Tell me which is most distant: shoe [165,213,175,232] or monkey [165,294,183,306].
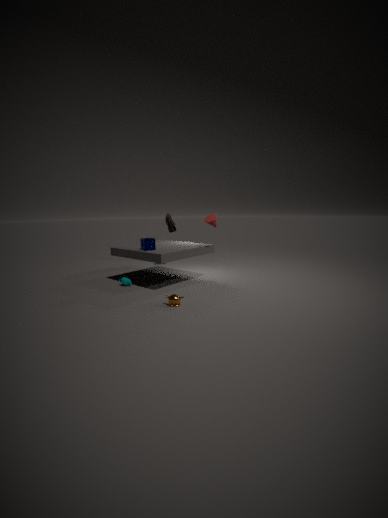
shoe [165,213,175,232]
